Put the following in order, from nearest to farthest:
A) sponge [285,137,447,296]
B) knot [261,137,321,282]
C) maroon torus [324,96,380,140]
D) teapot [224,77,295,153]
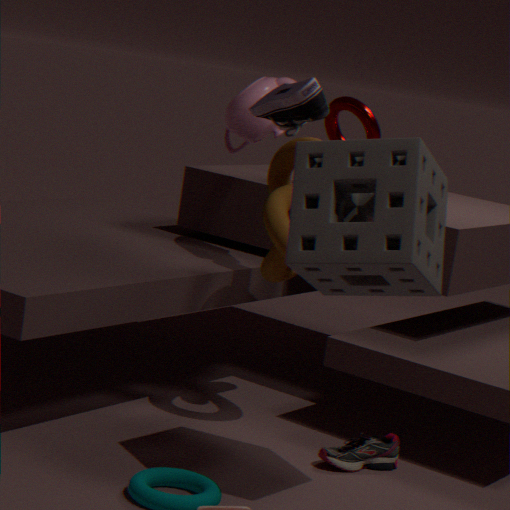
sponge [285,137,447,296] → knot [261,137,321,282] → maroon torus [324,96,380,140] → teapot [224,77,295,153]
